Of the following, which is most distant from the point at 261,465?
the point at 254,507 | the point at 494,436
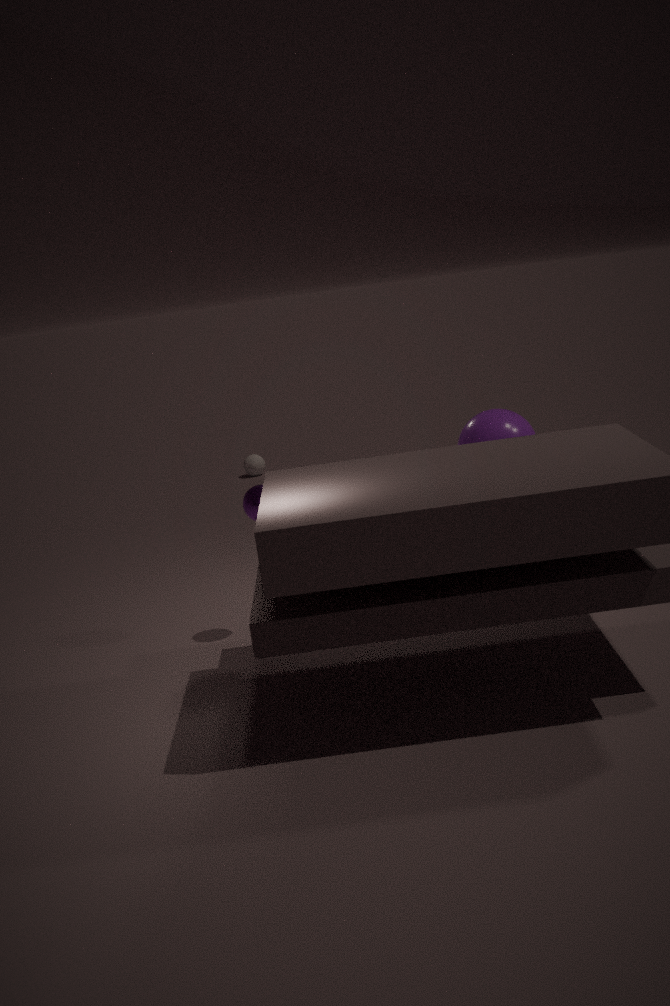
the point at 494,436
